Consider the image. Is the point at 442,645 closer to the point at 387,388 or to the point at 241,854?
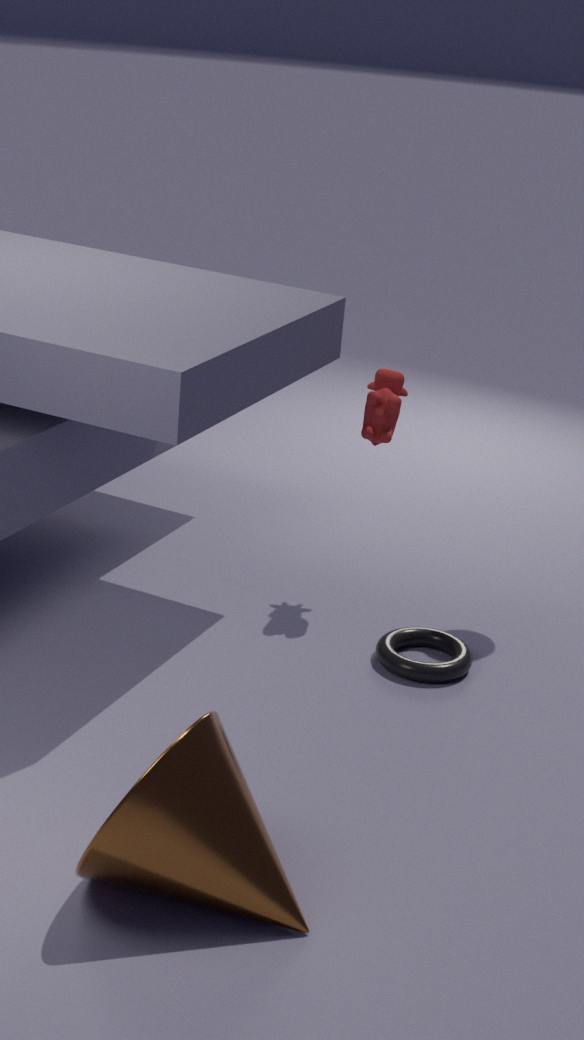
the point at 387,388
